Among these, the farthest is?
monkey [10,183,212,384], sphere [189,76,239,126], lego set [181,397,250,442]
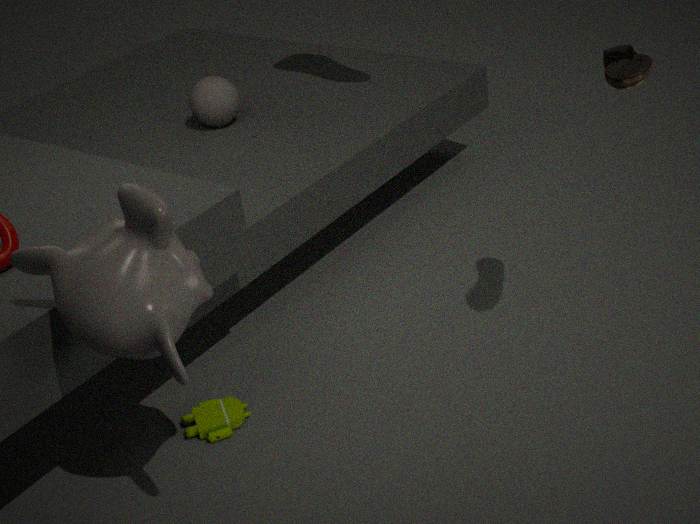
sphere [189,76,239,126]
